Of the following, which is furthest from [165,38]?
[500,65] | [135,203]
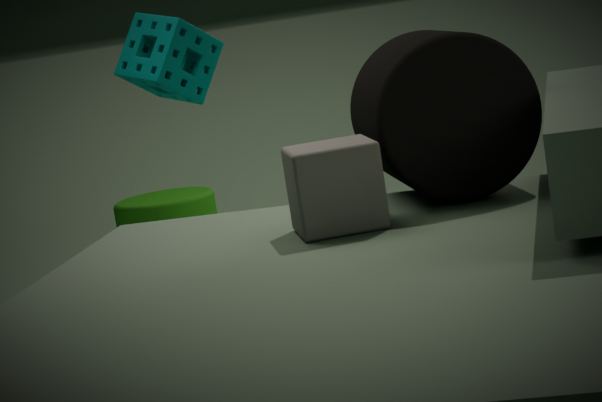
[135,203]
